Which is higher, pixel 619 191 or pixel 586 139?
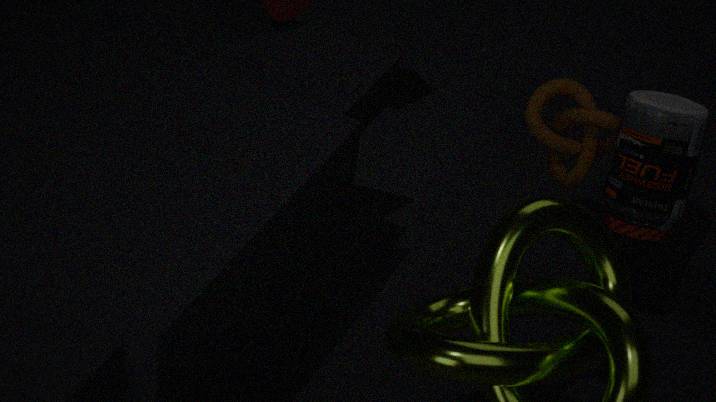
pixel 619 191
